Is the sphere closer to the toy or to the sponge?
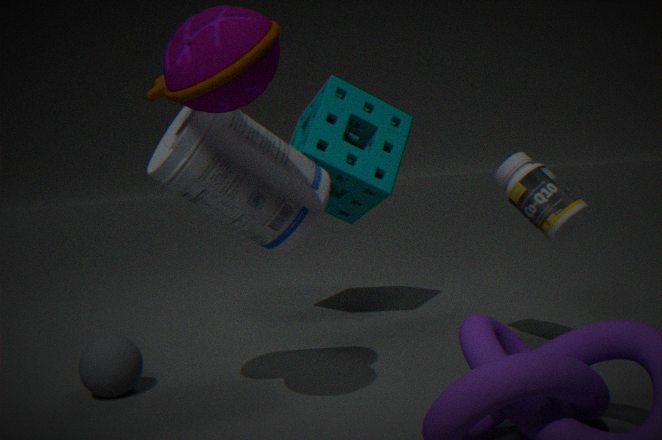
the toy
